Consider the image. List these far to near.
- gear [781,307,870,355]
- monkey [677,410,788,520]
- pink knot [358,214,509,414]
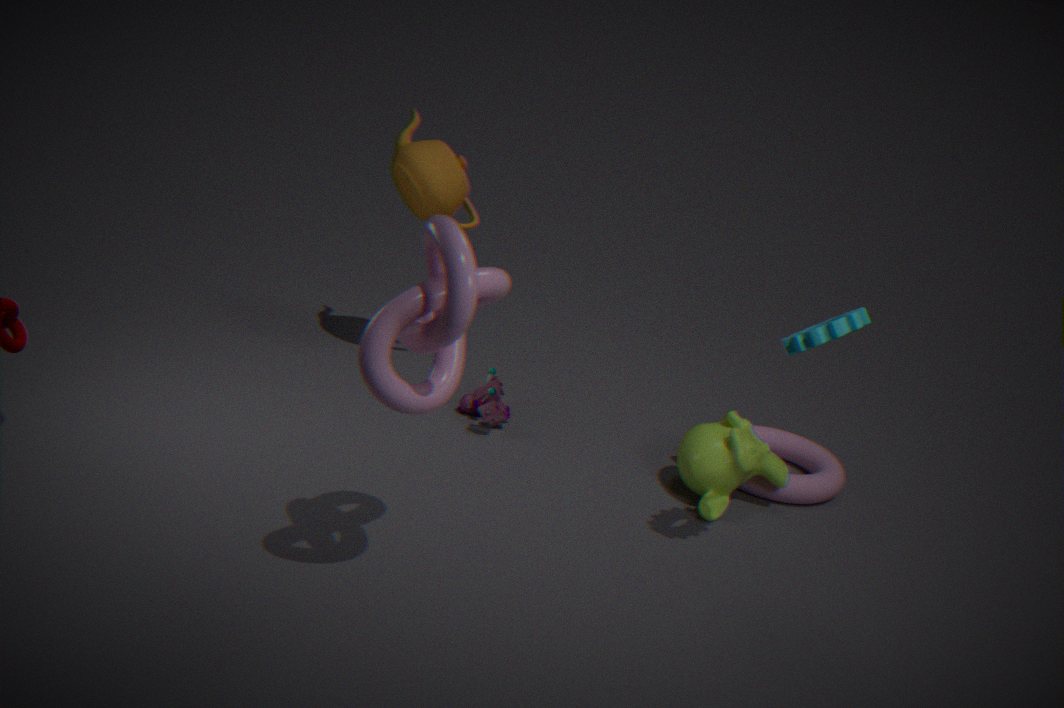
1. monkey [677,410,788,520]
2. gear [781,307,870,355]
3. pink knot [358,214,509,414]
